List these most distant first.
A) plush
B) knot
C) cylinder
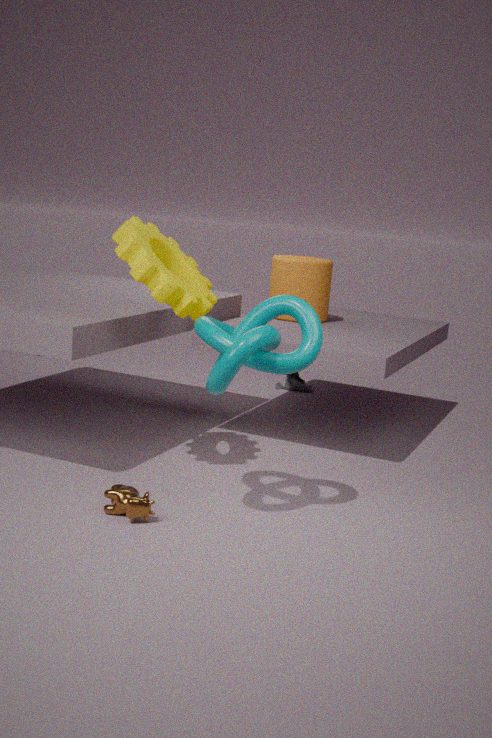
1. plush
2. cylinder
3. knot
